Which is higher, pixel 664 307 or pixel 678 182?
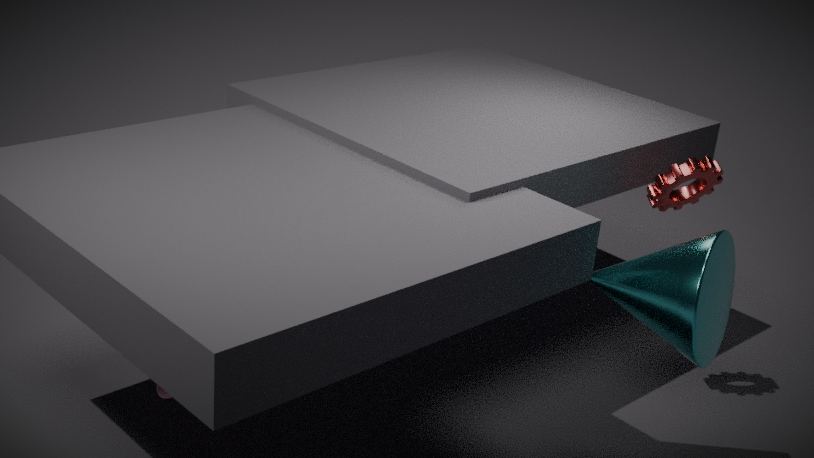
pixel 678 182
